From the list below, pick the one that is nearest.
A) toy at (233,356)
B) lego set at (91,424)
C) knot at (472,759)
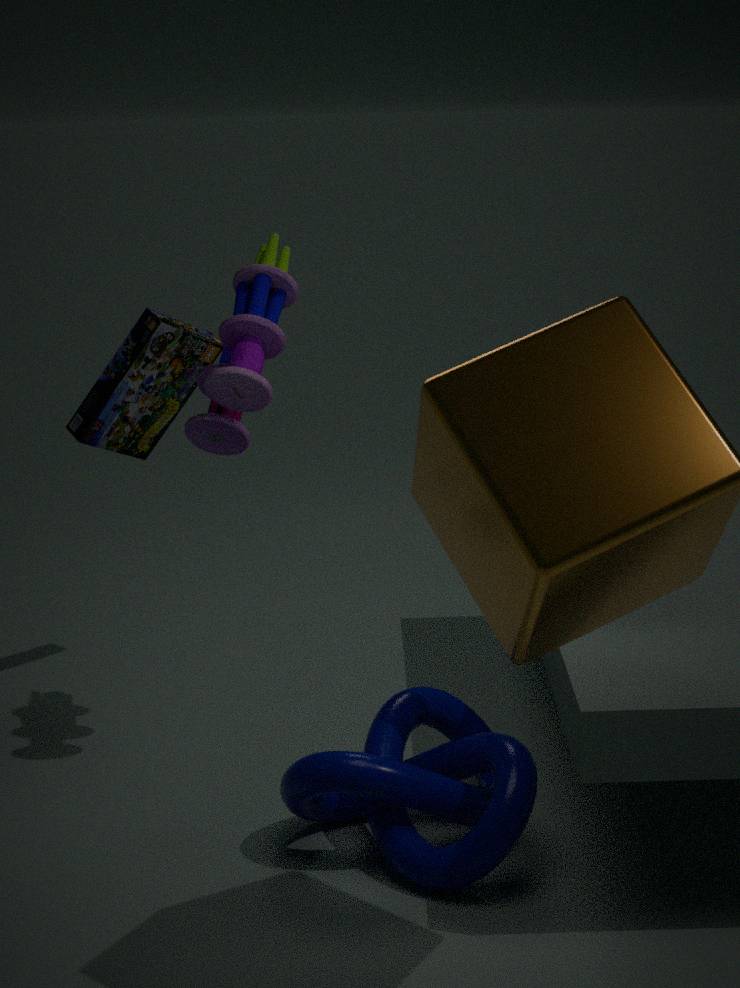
knot at (472,759)
